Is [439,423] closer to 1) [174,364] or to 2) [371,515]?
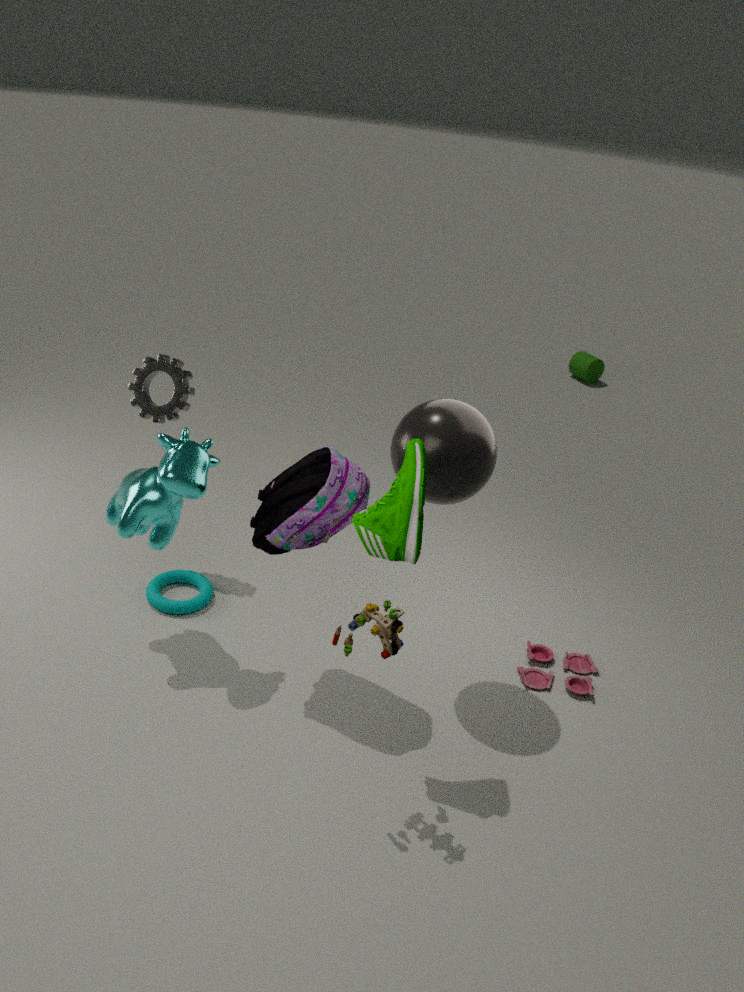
2) [371,515]
